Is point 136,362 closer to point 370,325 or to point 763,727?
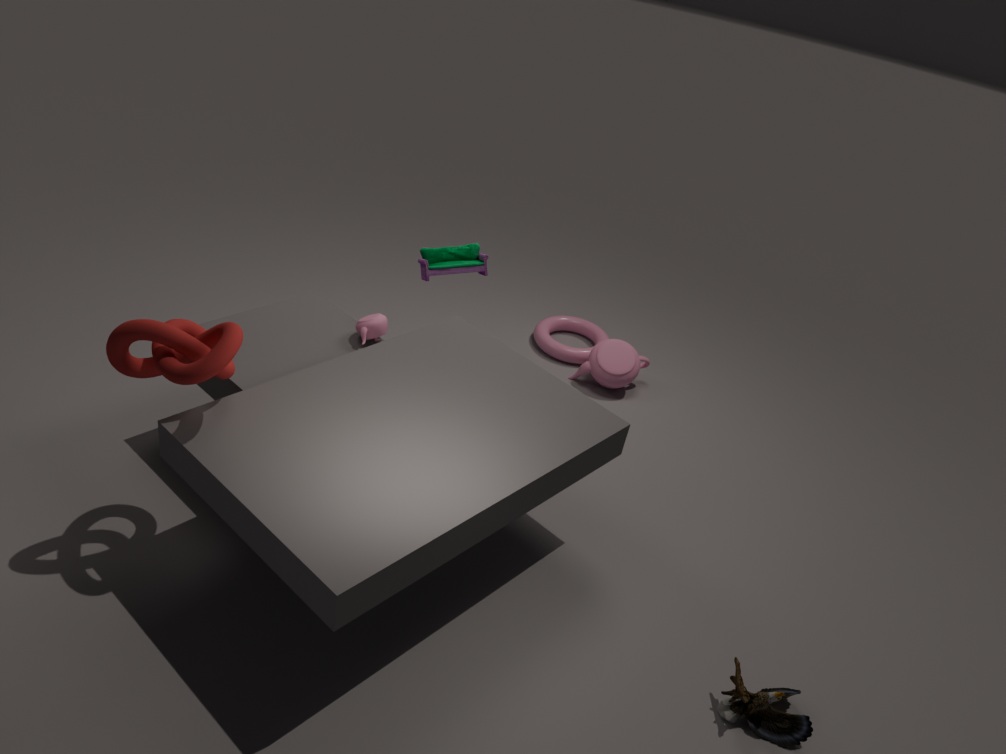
point 370,325
